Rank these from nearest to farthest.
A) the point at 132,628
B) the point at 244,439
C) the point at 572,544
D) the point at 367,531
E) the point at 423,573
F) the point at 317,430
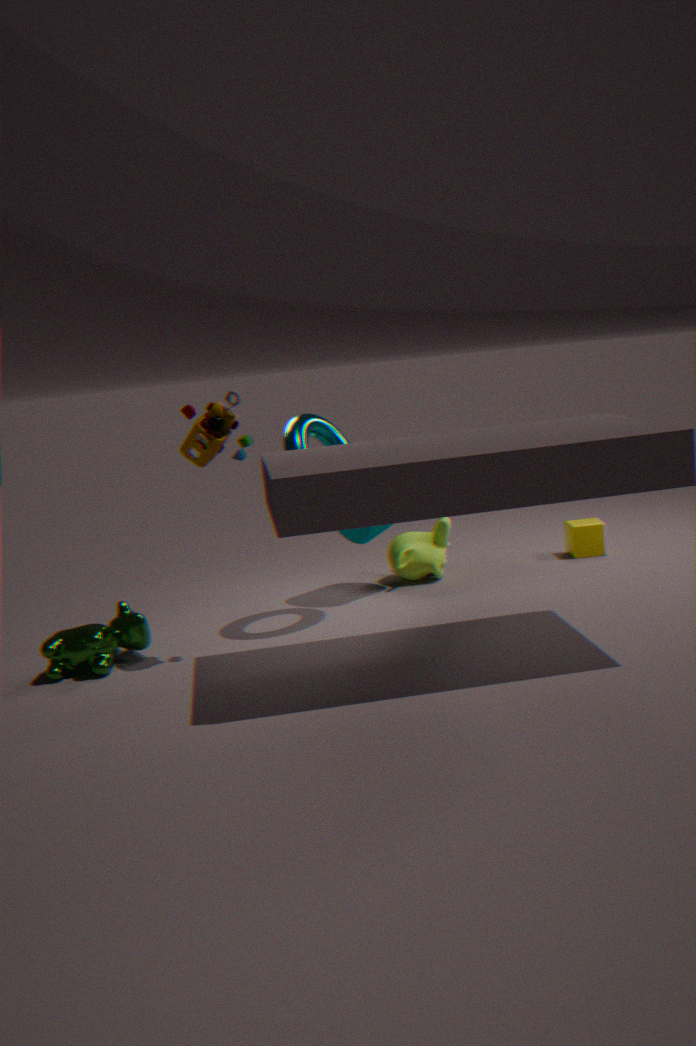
1. the point at 244,439
2. the point at 132,628
3. the point at 317,430
4. the point at 367,531
5. the point at 423,573
6. the point at 572,544
